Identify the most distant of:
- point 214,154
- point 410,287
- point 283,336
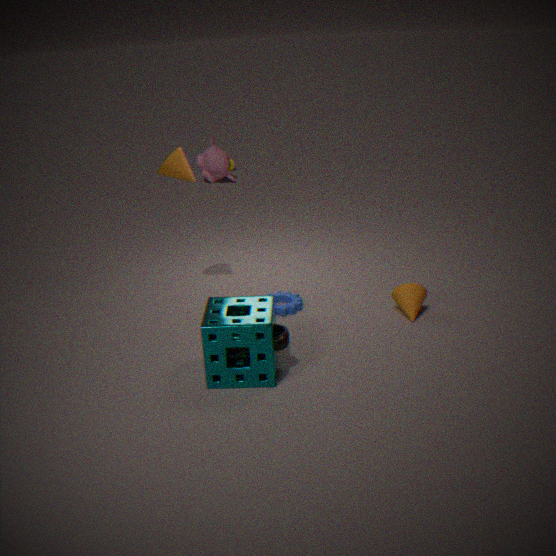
point 214,154
